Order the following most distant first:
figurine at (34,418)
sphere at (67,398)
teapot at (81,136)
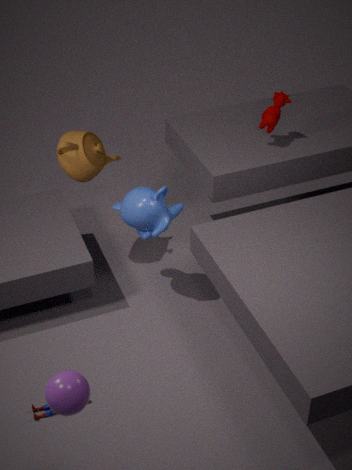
1. teapot at (81,136)
2. figurine at (34,418)
3. sphere at (67,398)
